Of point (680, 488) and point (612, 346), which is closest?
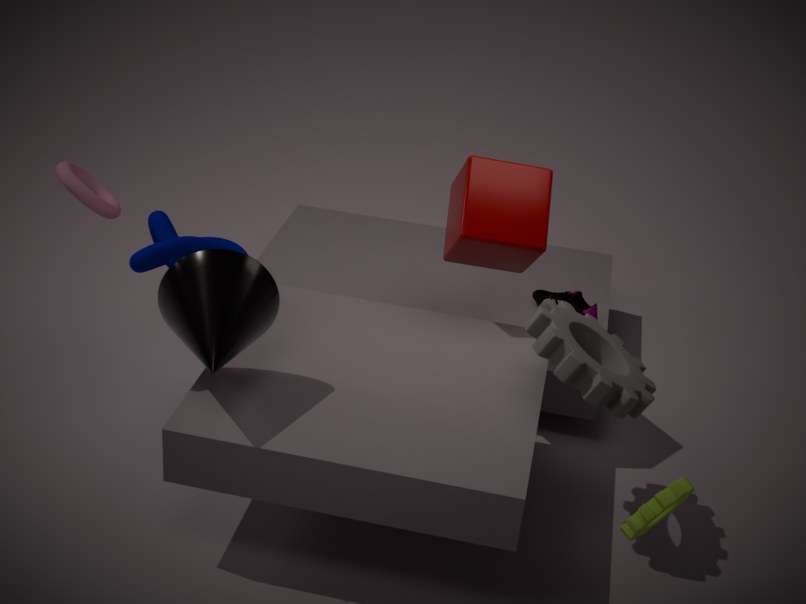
point (680, 488)
